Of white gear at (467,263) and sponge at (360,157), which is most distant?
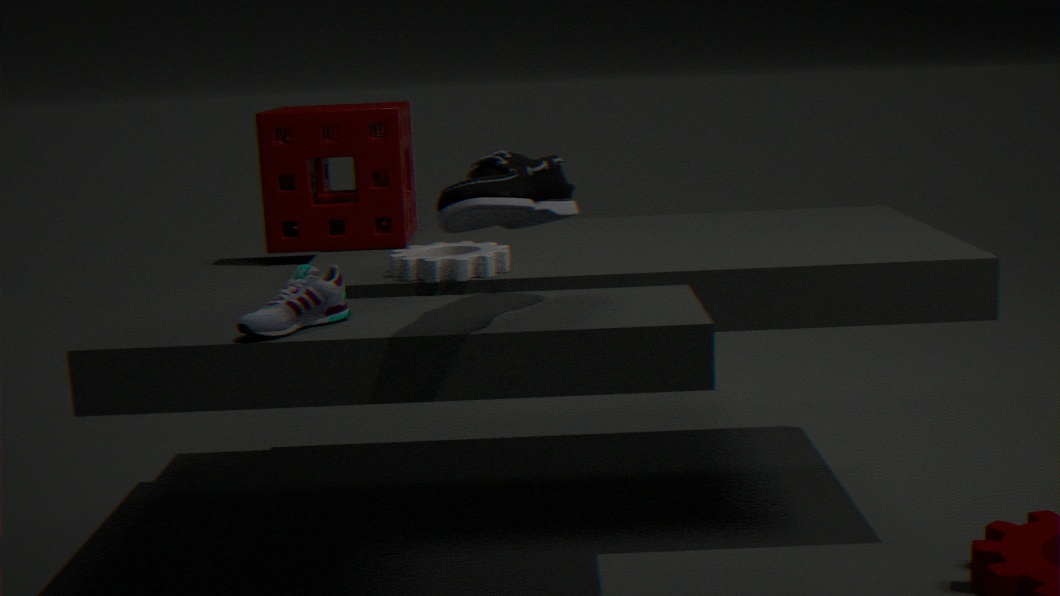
sponge at (360,157)
